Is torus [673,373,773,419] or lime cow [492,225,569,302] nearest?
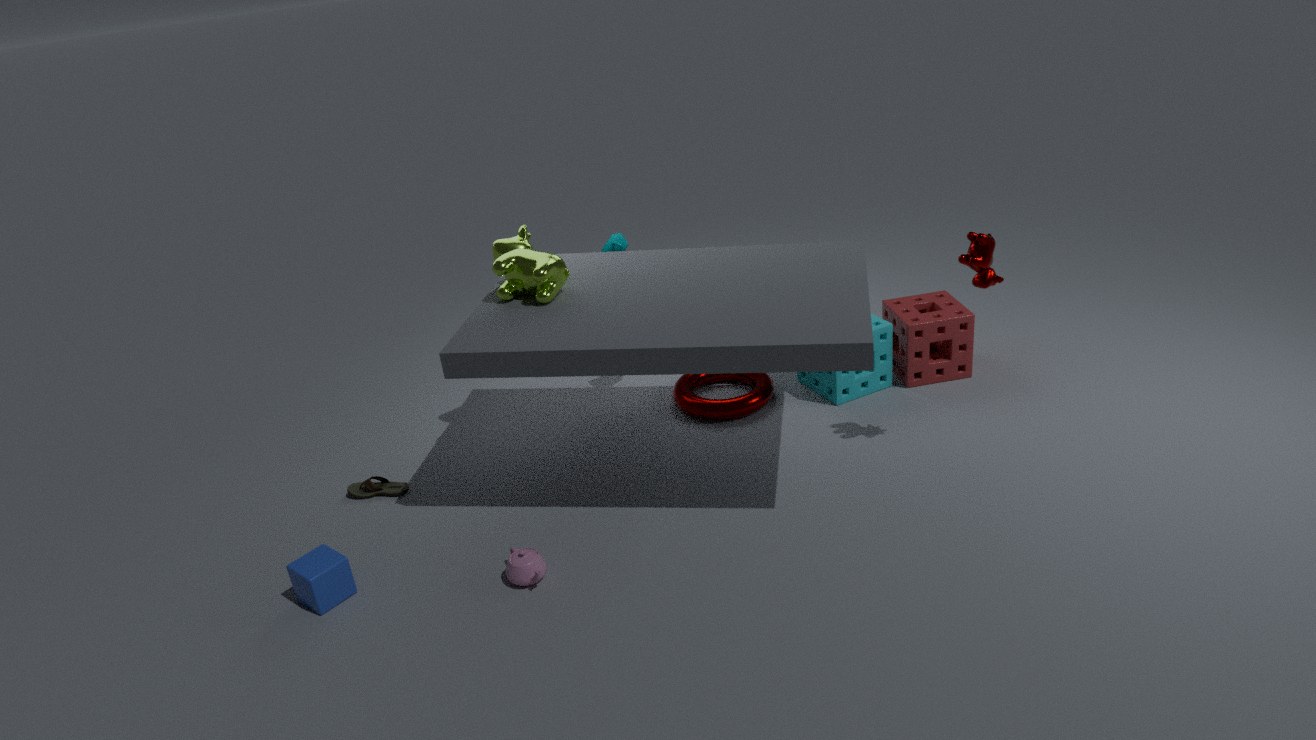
lime cow [492,225,569,302]
